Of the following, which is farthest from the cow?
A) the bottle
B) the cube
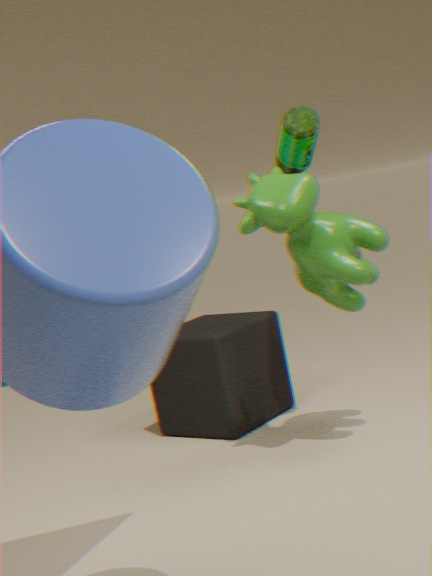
the cube
